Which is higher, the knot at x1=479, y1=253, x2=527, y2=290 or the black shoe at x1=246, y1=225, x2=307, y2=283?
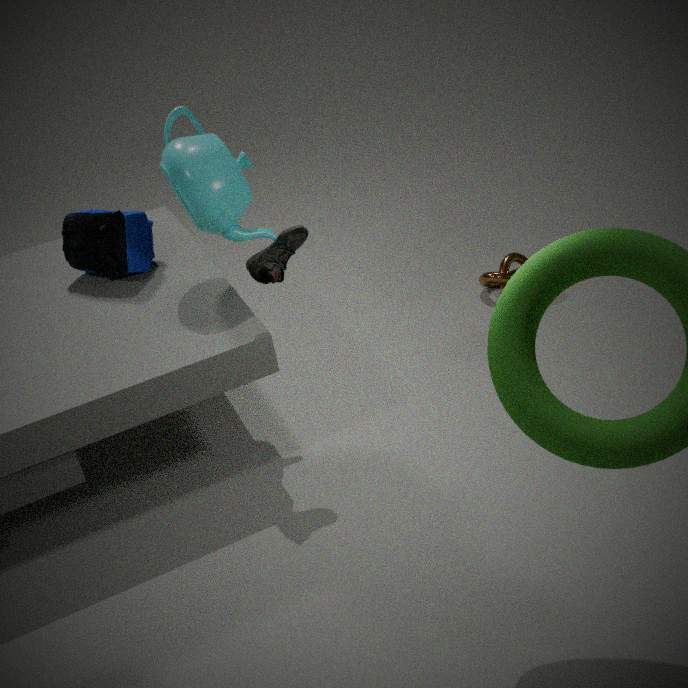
the black shoe at x1=246, y1=225, x2=307, y2=283
